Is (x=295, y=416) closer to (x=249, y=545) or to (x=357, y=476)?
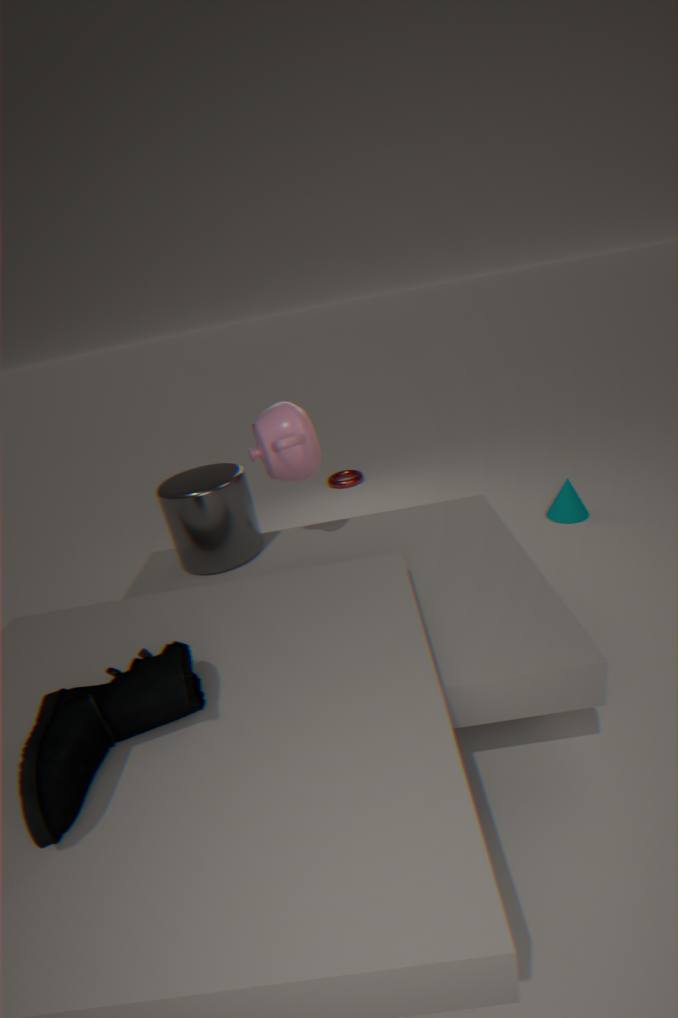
(x=249, y=545)
